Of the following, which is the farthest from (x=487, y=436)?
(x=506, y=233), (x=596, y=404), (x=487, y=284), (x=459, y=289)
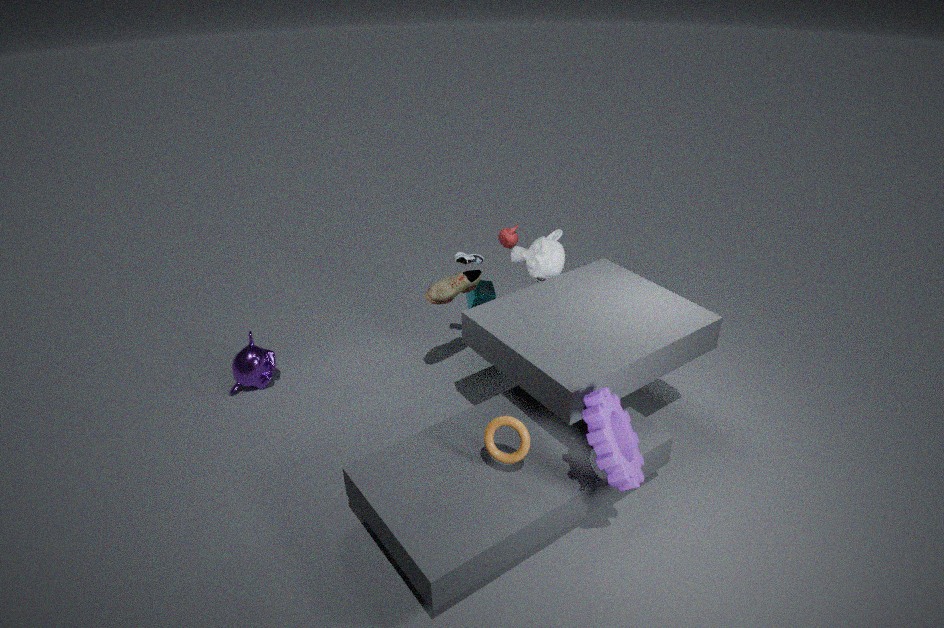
(x=506, y=233)
